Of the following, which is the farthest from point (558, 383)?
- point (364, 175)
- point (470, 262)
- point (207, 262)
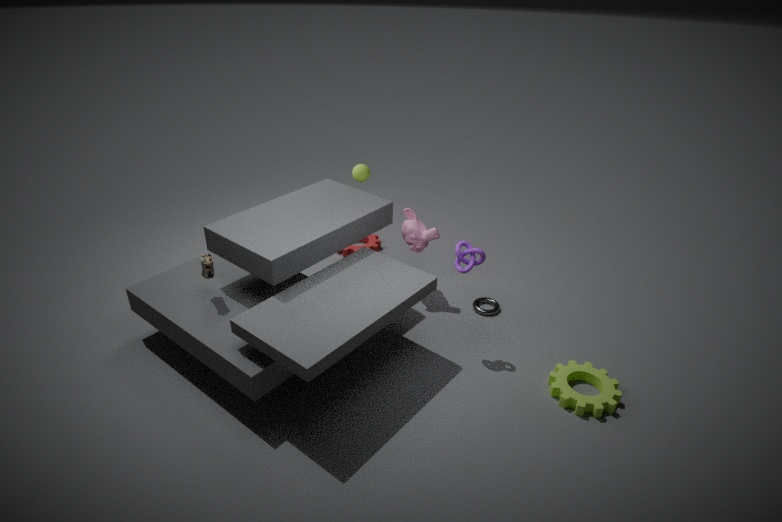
point (207, 262)
